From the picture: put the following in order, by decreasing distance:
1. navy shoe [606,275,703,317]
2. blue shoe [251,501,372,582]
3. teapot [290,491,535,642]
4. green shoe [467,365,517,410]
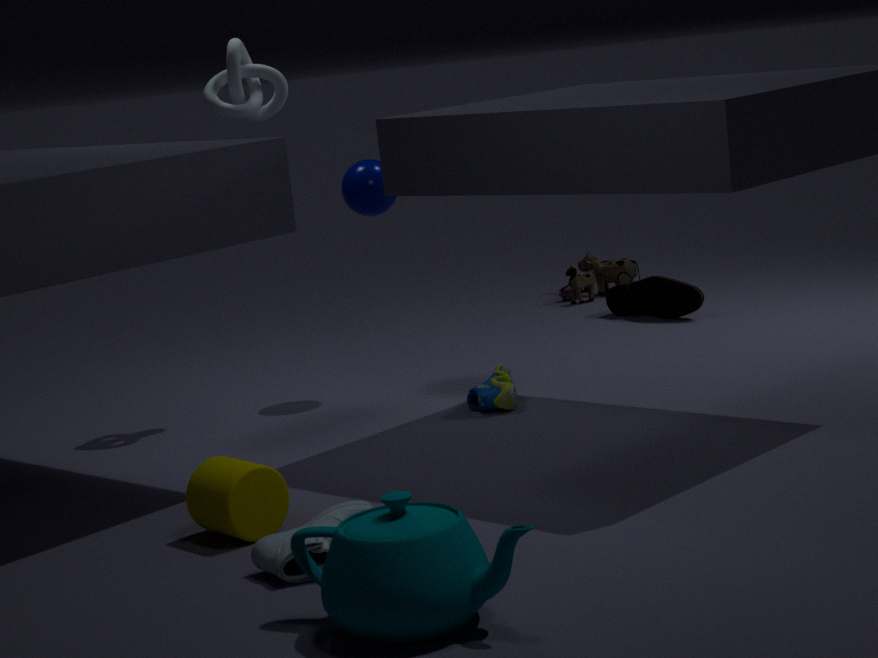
navy shoe [606,275,703,317]
green shoe [467,365,517,410]
blue shoe [251,501,372,582]
teapot [290,491,535,642]
